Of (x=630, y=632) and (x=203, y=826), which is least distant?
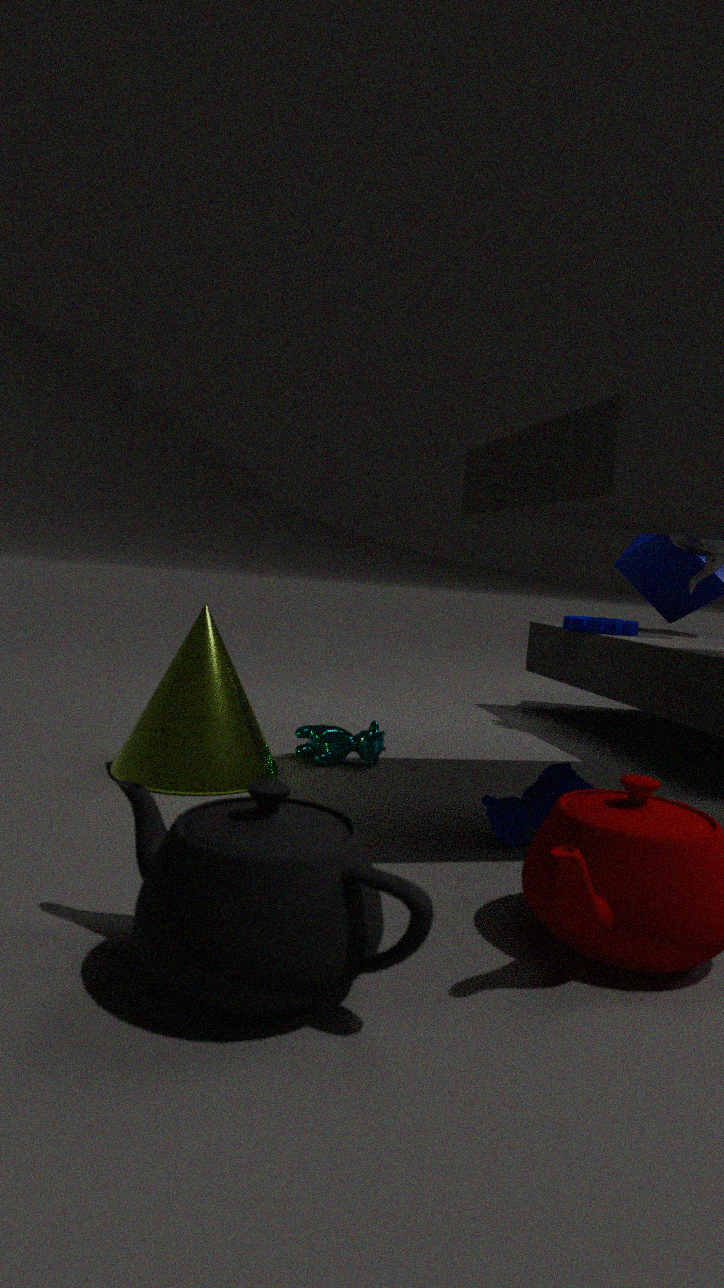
(x=203, y=826)
